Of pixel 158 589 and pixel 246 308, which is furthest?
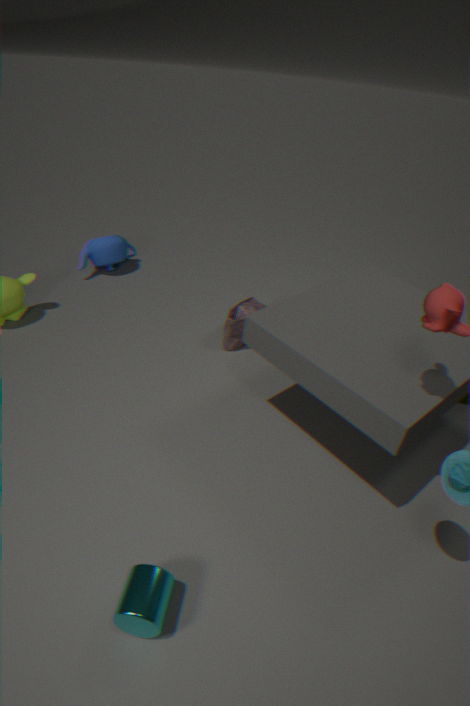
pixel 246 308
